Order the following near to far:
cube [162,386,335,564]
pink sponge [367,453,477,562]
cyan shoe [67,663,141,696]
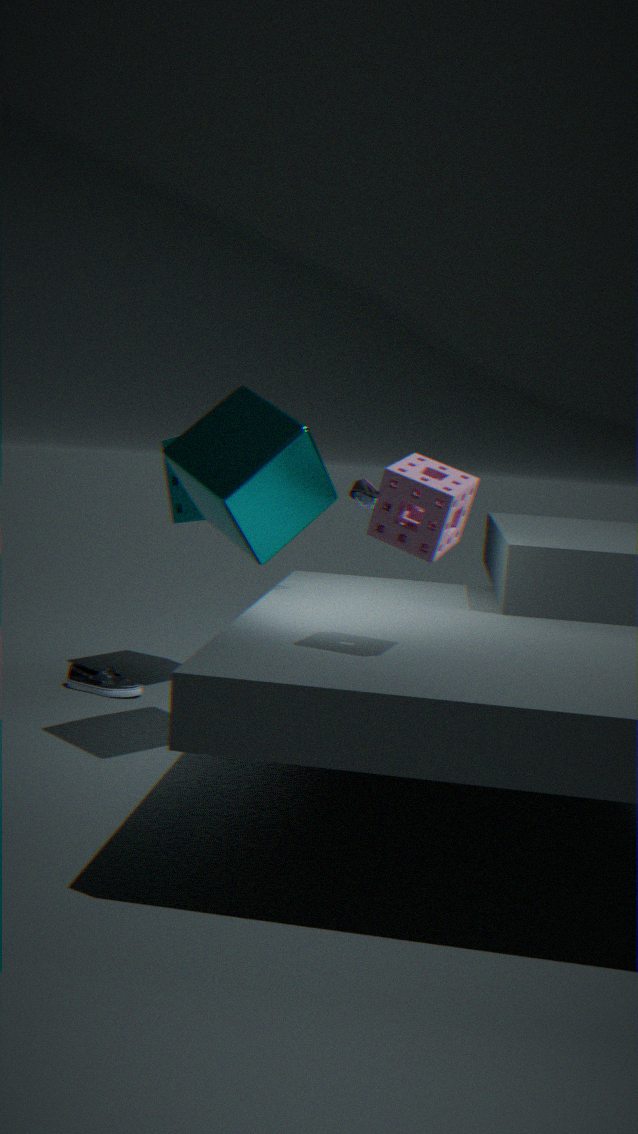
pink sponge [367,453,477,562] → cube [162,386,335,564] → cyan shoe [67,663,141,696]
